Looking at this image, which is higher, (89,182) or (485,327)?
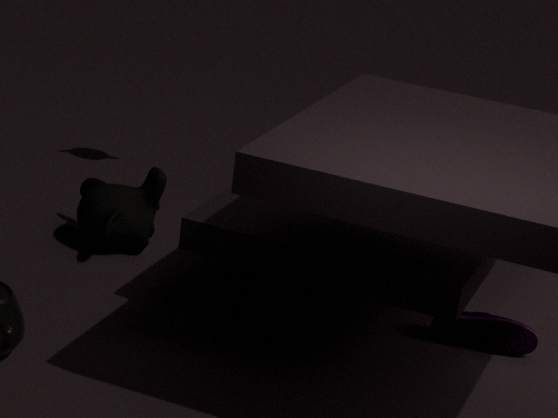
(89,182)
